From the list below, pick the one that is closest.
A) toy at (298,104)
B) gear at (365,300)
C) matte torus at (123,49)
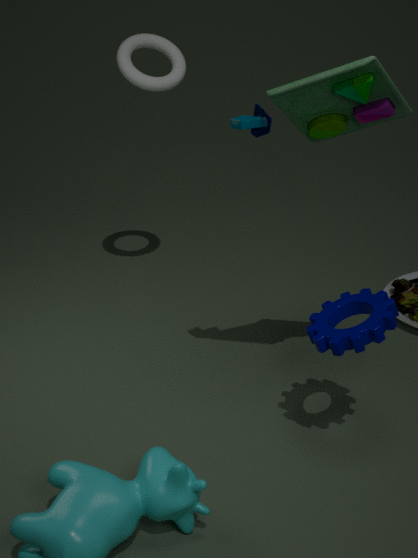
toy at (298,104)
